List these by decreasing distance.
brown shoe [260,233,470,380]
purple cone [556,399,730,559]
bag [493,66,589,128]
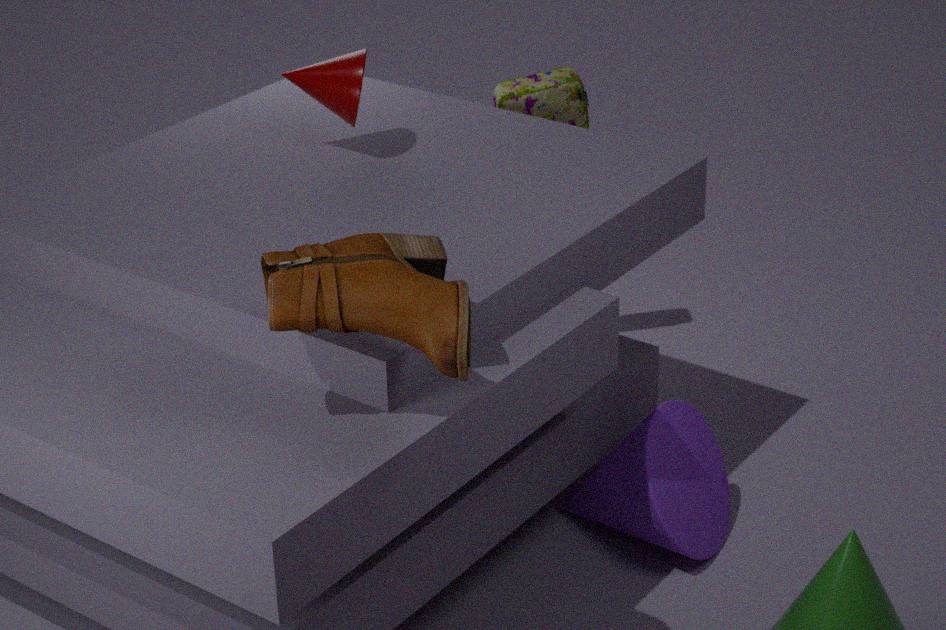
bag [493,66,589,128] < purple cone [556,399,730,559] < brown shoe [260,233,470,380]
